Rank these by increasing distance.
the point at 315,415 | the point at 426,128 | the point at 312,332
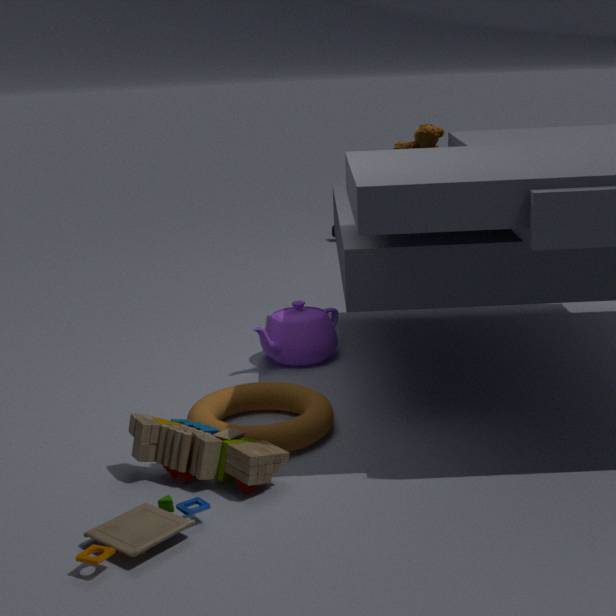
the point at 315,415, the point at 312,332, the point at 426,128
